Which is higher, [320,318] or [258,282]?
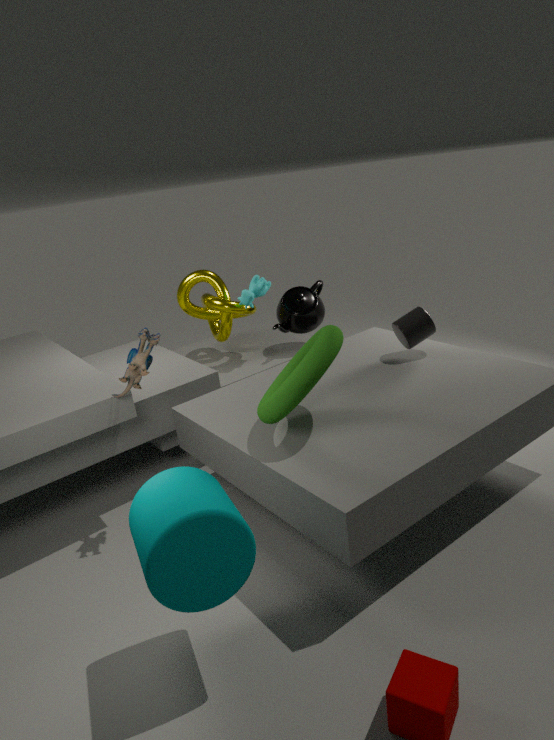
[258,282]
